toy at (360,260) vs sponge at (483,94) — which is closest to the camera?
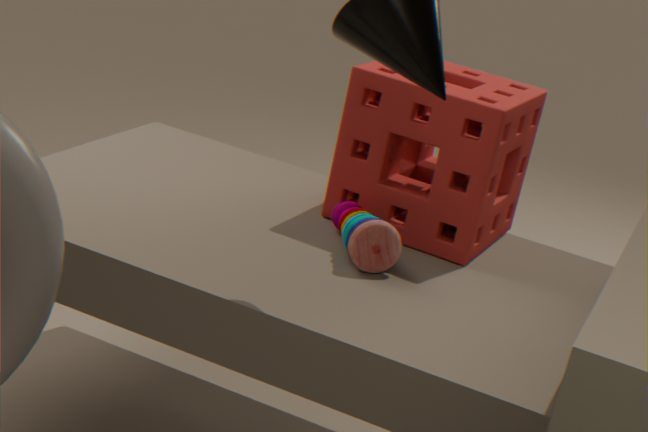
toy at (360,260)
